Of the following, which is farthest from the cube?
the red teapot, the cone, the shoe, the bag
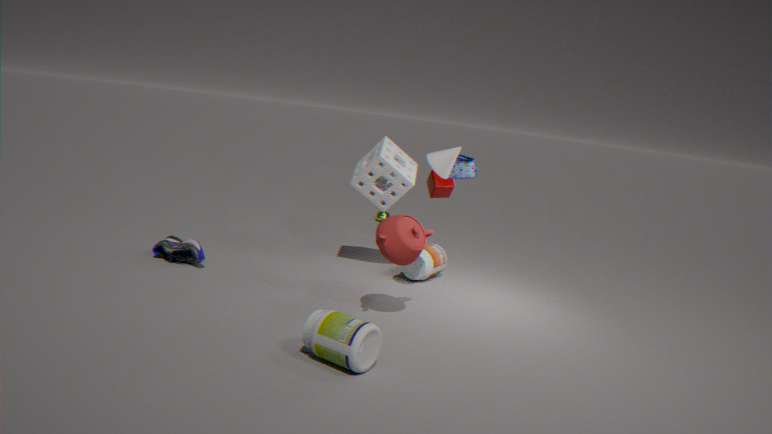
the shoe
